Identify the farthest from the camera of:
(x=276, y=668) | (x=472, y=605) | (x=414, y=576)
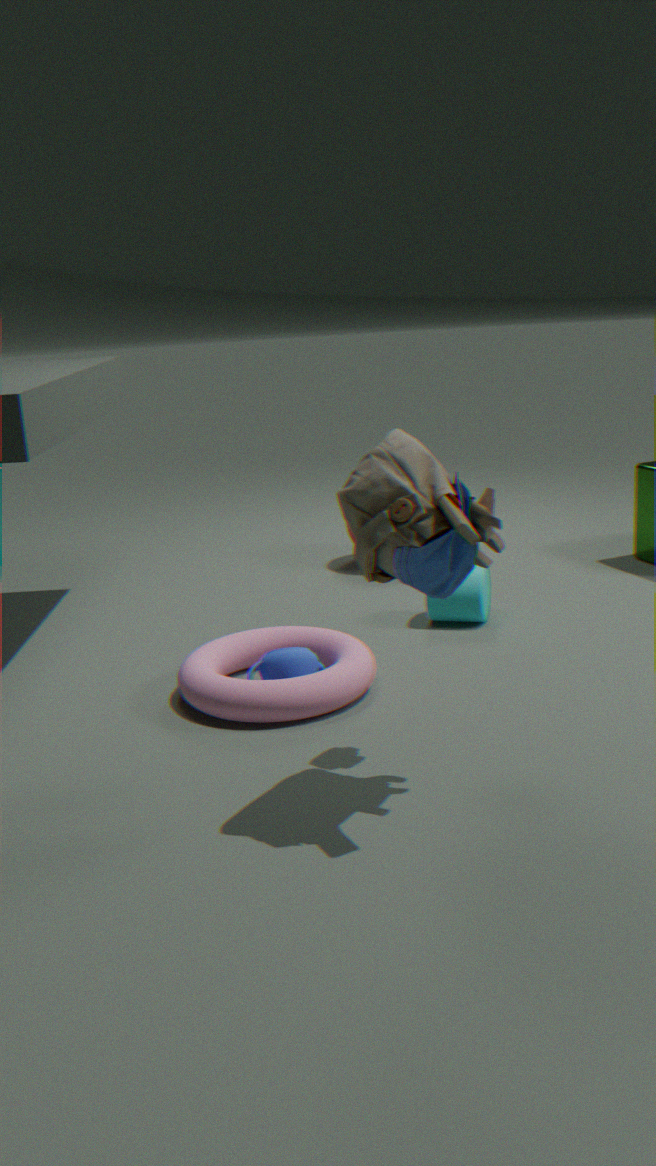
(x=472, y=605)
